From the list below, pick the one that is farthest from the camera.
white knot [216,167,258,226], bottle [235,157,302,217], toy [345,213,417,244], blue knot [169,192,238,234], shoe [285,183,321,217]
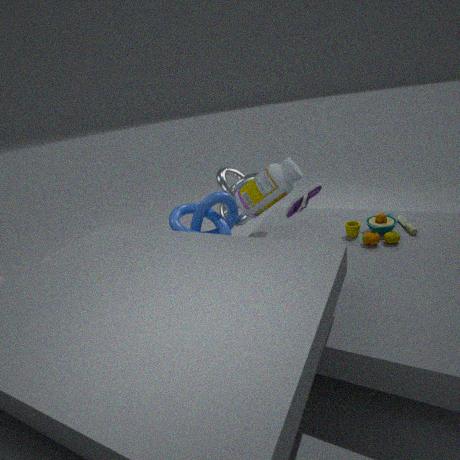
white knot [216,167,258,226]
